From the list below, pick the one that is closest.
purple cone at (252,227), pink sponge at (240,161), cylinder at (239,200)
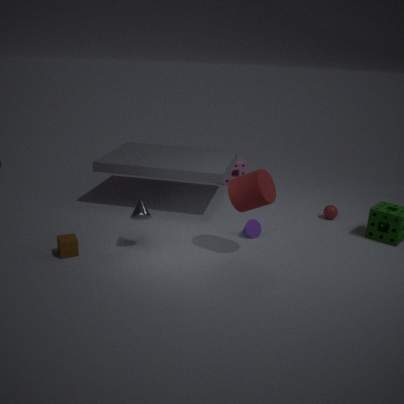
cylinder at (239,200)
